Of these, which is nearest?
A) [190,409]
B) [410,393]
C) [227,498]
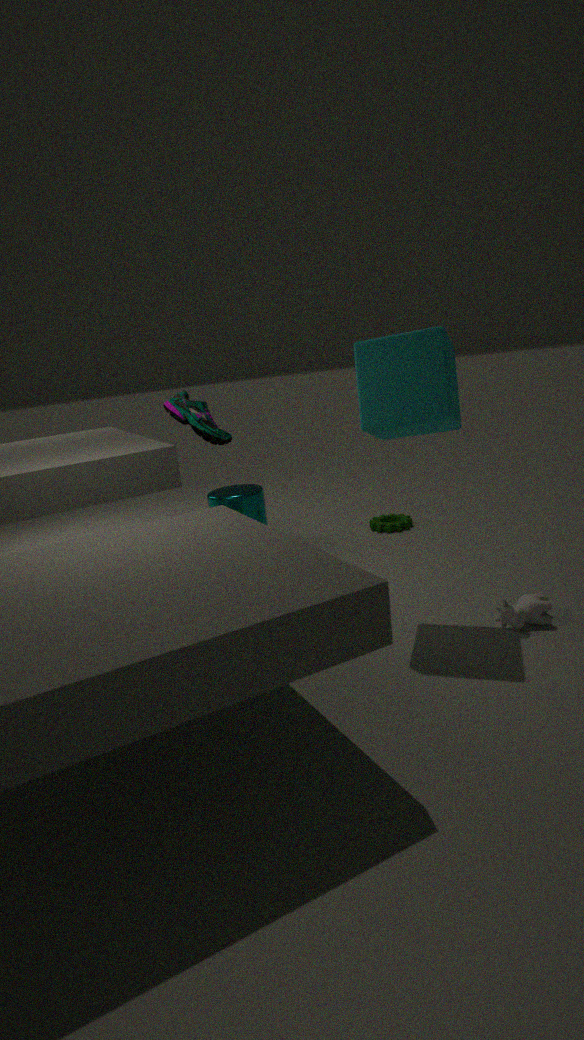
[410,393]
